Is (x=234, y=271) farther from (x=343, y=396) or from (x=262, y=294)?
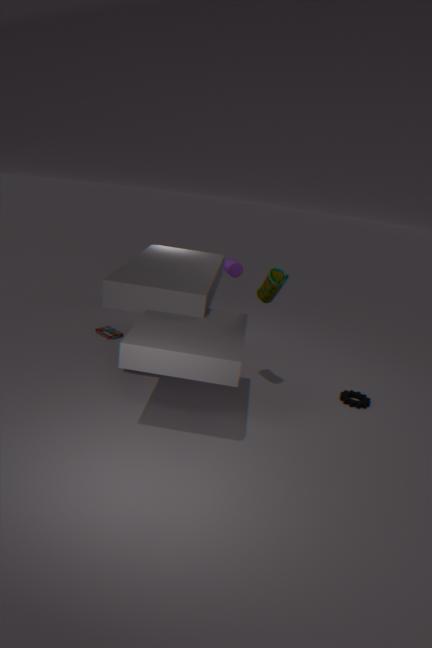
(x=343, y=396)
